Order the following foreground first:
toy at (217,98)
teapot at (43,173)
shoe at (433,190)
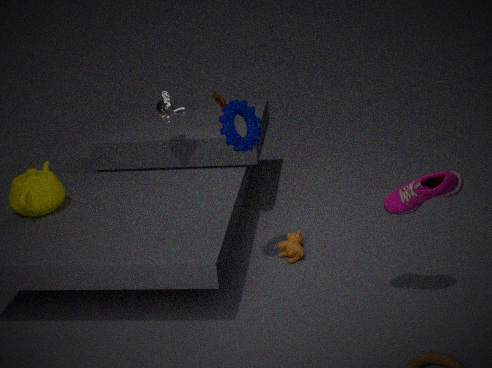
1. shoe at (433,190)
2. teapot at (43,173)
3. toy at (217,98)
